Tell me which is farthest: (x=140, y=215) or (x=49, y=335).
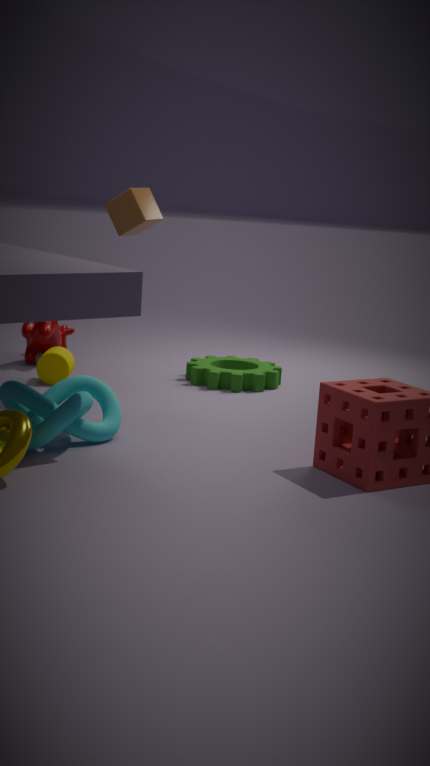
(x=49, y=335)
